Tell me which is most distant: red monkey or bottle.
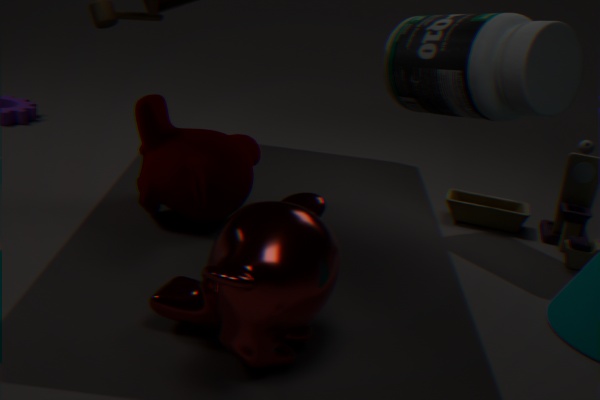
bottle
